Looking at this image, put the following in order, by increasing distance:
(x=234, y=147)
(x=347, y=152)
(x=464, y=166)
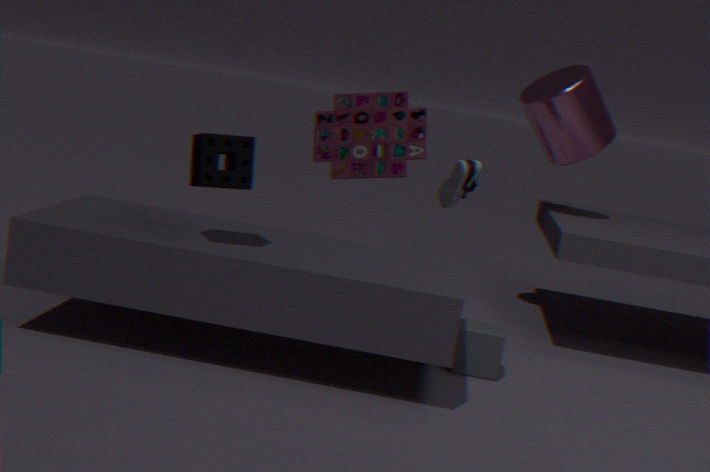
(x=234, y=147), (x=464, y=166), (x=347, y=152)
